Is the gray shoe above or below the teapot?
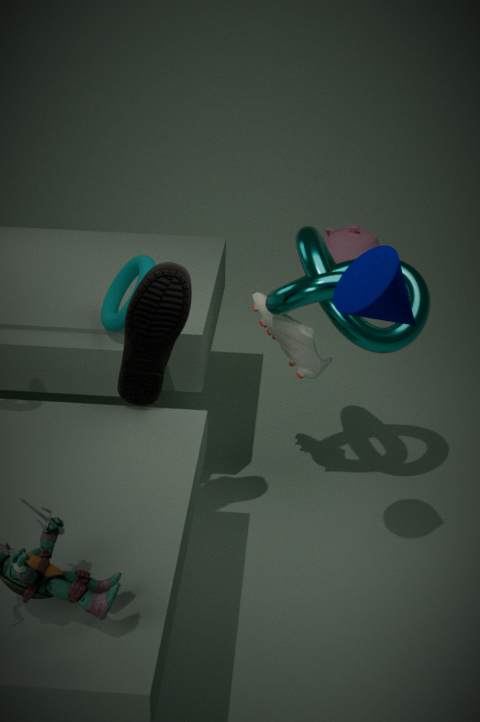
above
